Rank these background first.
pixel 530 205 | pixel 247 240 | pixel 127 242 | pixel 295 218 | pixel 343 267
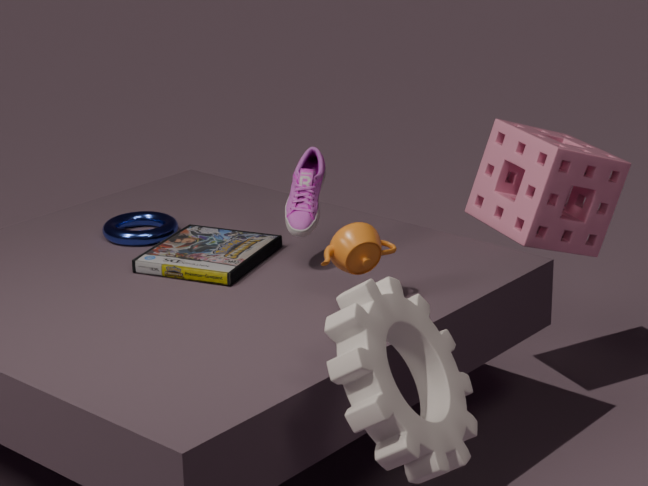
pixel 127 242, pixel 530 205, pixel 247 240, pixel 295 218, pixel 343 267
